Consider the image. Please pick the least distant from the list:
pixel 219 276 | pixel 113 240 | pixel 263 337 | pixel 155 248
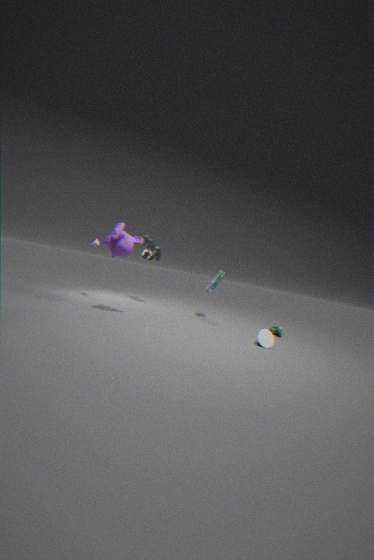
pixel 113 240
